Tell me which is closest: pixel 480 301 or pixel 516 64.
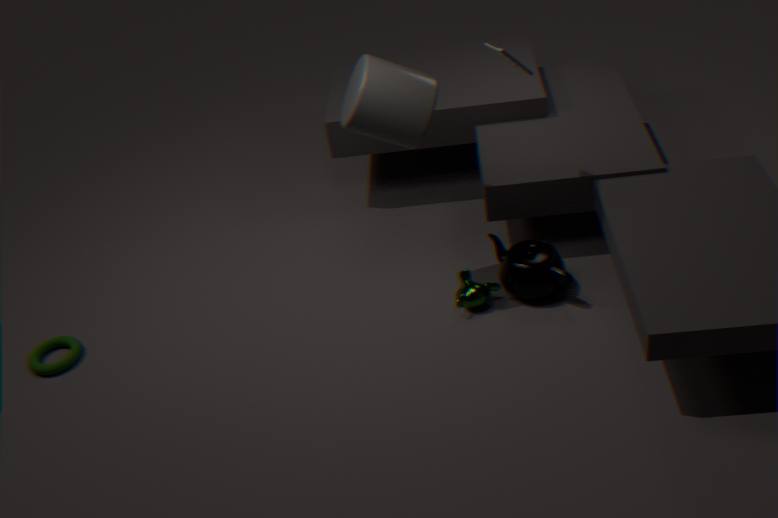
pixel 516 64
